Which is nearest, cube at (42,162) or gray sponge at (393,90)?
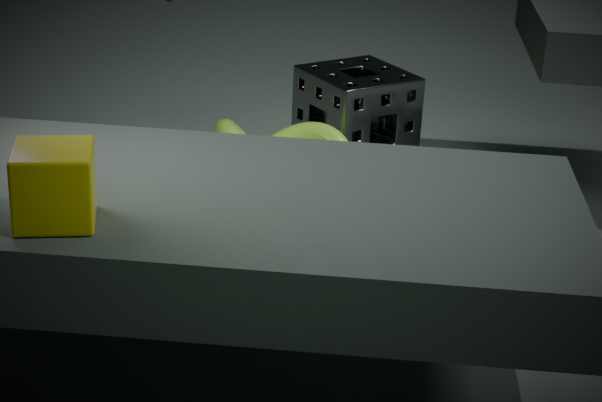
cube at (42,162)
